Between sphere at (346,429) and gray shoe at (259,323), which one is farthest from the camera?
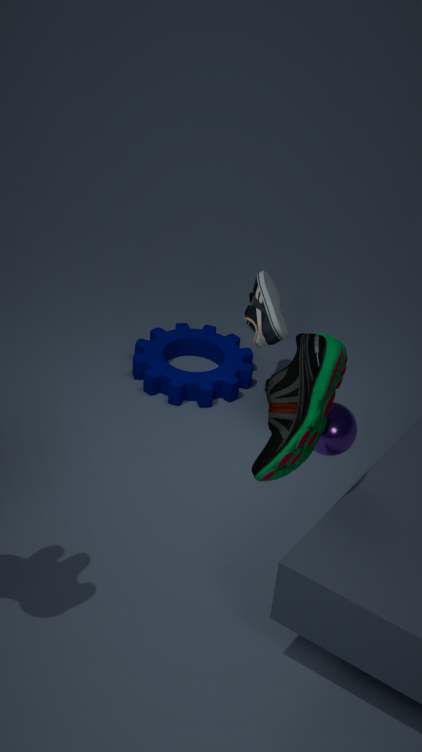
gray shoe at (259,323)
